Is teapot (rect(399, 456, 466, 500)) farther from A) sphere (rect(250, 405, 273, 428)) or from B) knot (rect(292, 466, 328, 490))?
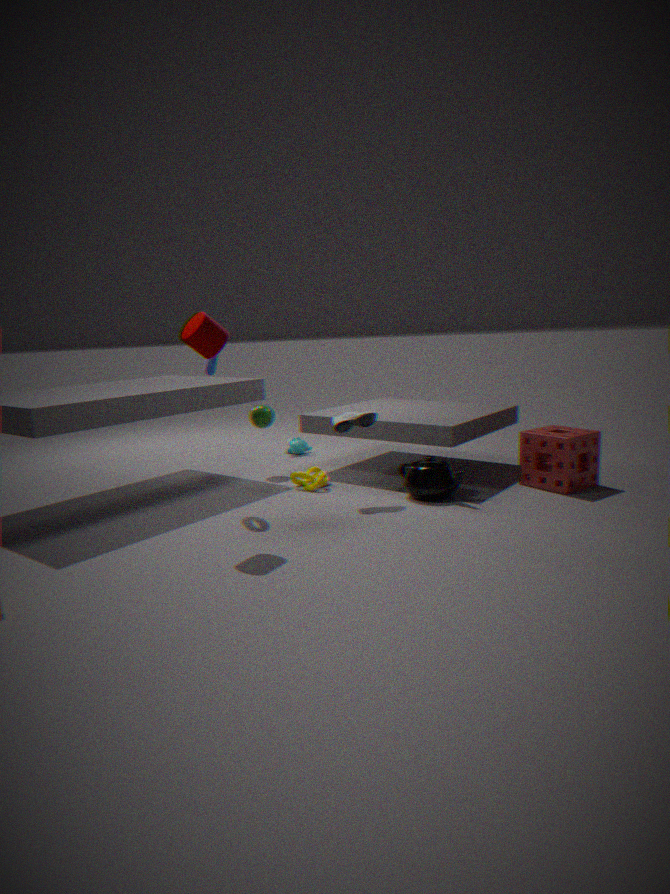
A) sphere (rect(250, 405, 273, 428))
